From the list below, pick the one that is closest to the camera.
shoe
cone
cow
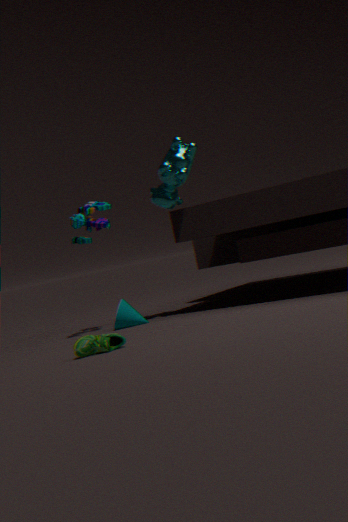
shoe
